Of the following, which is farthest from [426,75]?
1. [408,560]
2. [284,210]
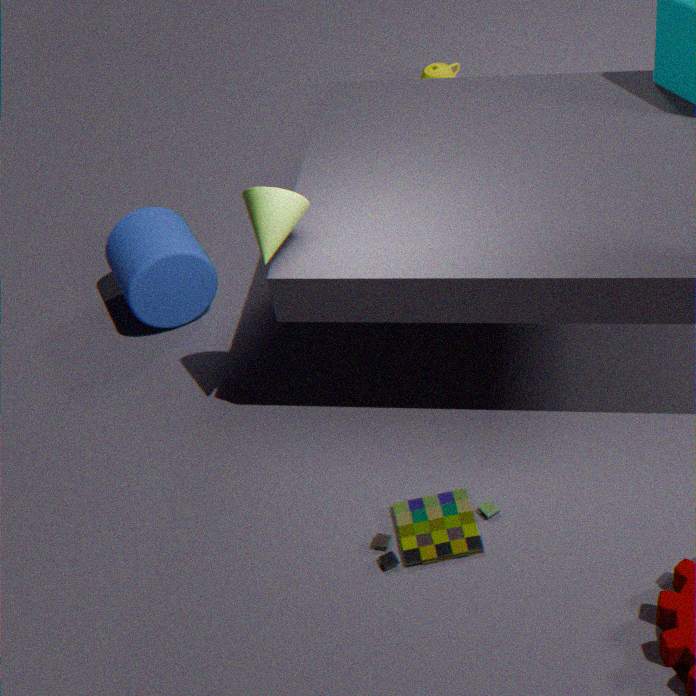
[408,560]
